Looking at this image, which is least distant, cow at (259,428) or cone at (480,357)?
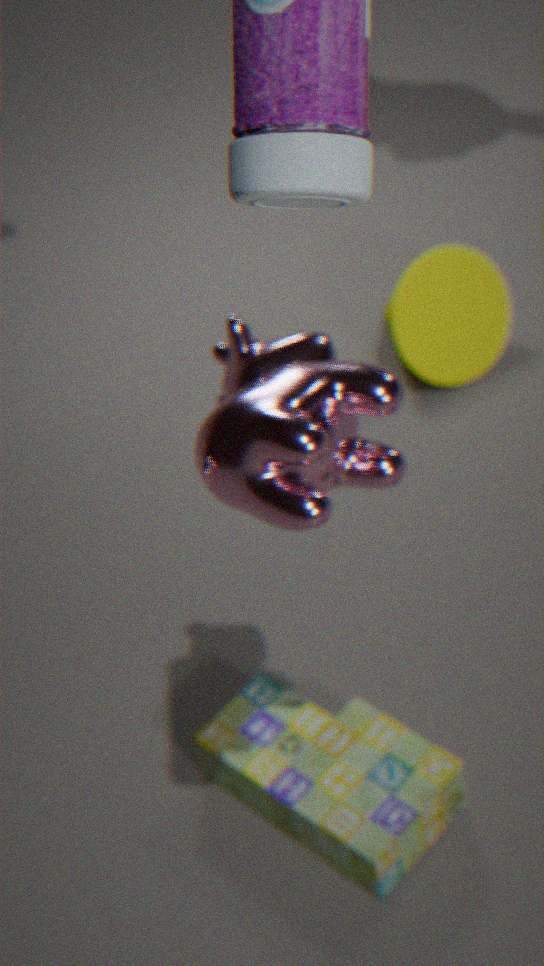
cow at (259,428)
